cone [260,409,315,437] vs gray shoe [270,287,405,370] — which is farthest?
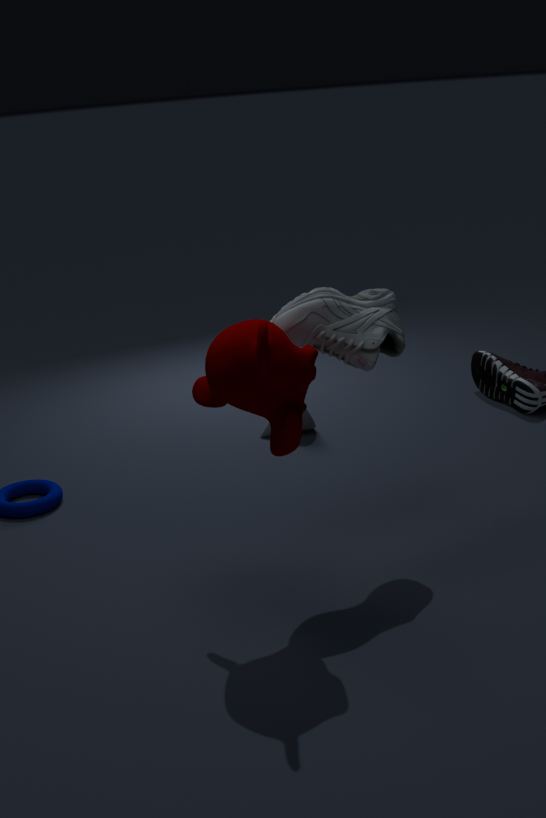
cone [260,409,315,437]
